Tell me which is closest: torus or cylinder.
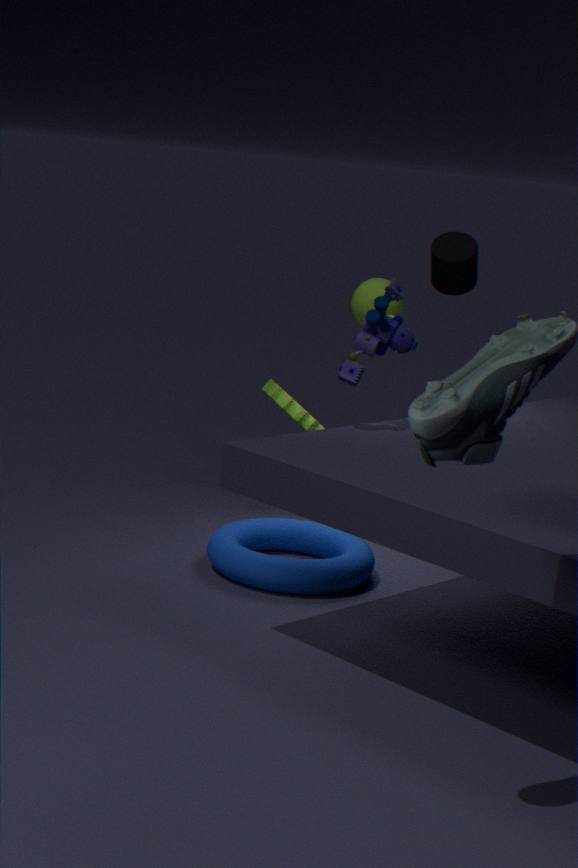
torus
